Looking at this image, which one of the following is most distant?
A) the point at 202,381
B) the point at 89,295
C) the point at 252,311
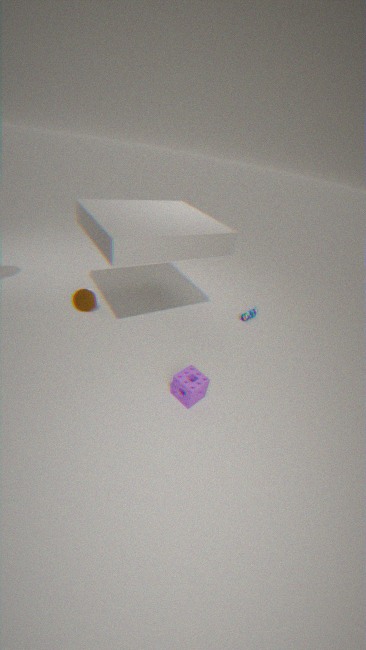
the point at 252,311
